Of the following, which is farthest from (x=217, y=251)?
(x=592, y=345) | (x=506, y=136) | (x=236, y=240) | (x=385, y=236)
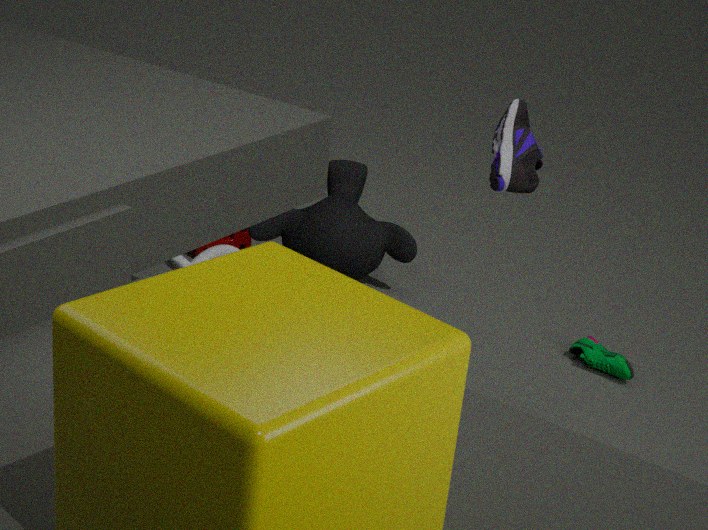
(x=592, y=345)
